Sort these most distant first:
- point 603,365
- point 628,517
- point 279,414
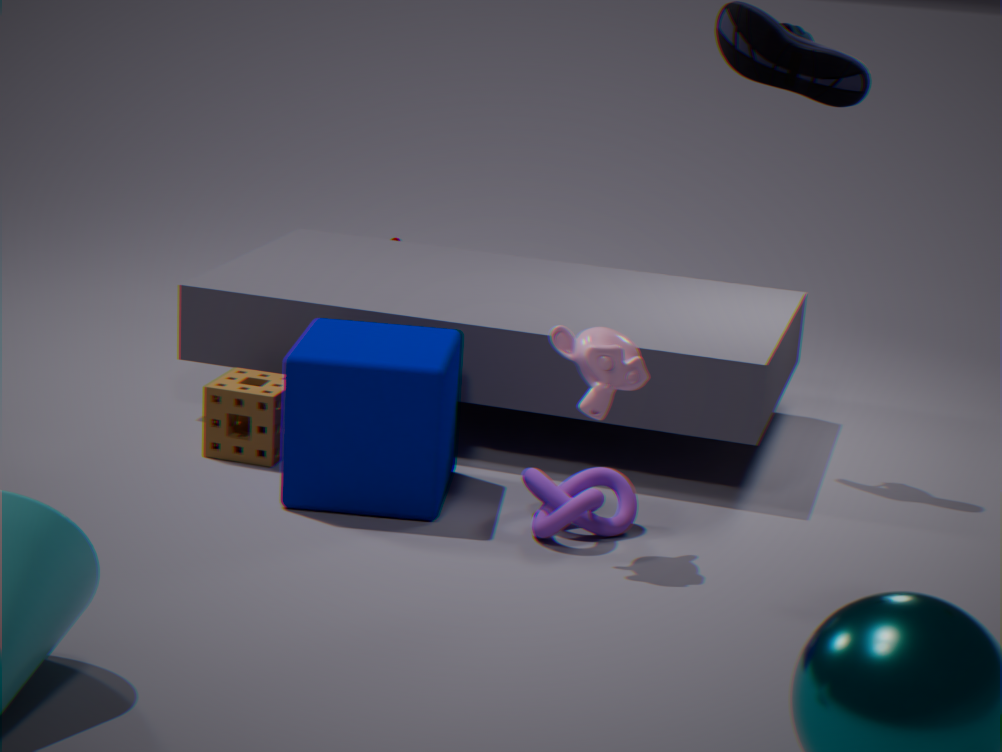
point 279,414, point 628,517, point 603,365
